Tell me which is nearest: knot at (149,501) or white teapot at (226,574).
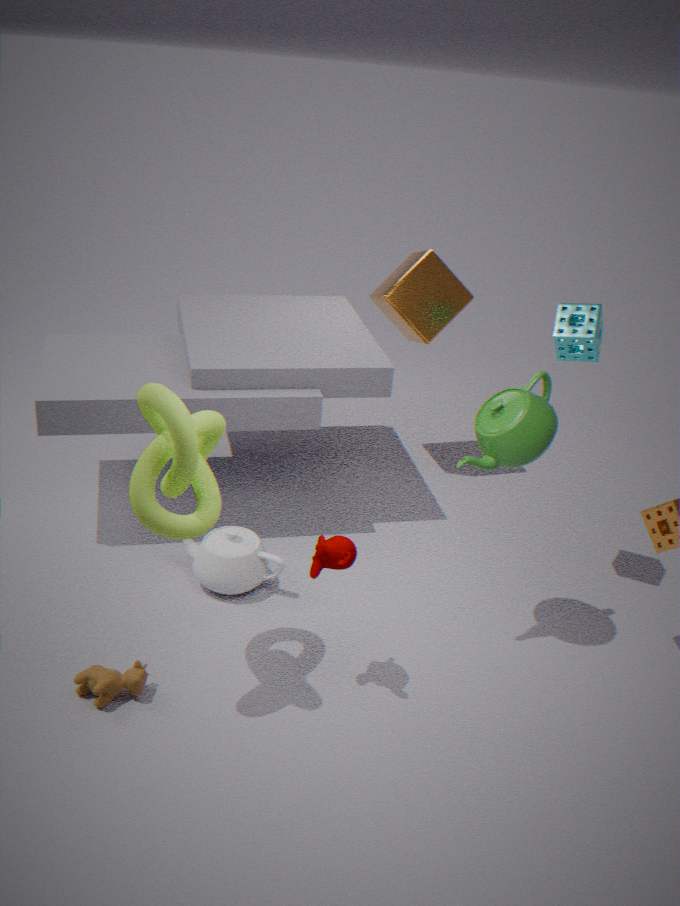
knot at (149,501)
